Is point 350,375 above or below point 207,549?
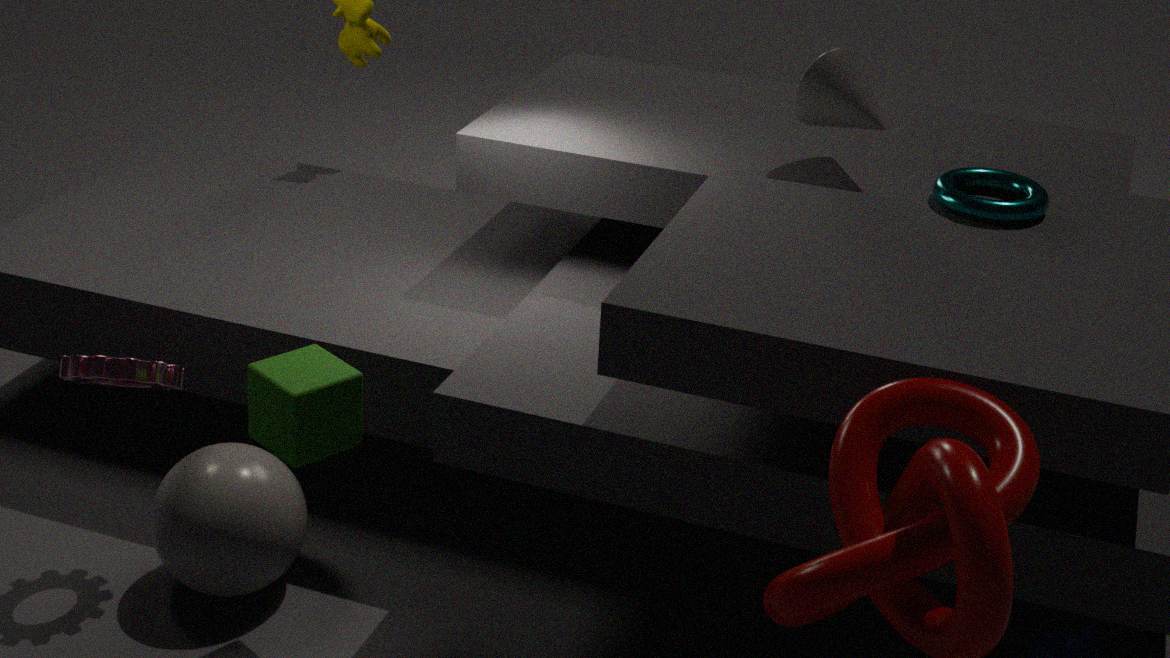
above
